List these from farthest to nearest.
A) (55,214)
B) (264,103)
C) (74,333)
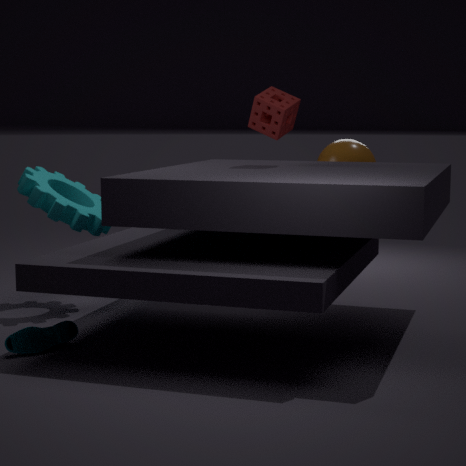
1. (55,214)
2. (264,103)
3. (74,333)
